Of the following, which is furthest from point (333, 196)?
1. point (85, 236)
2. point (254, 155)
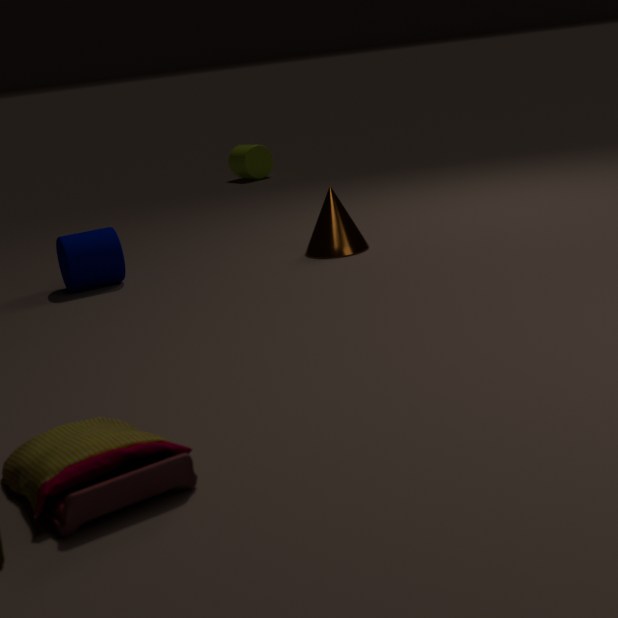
point (254, 155)
